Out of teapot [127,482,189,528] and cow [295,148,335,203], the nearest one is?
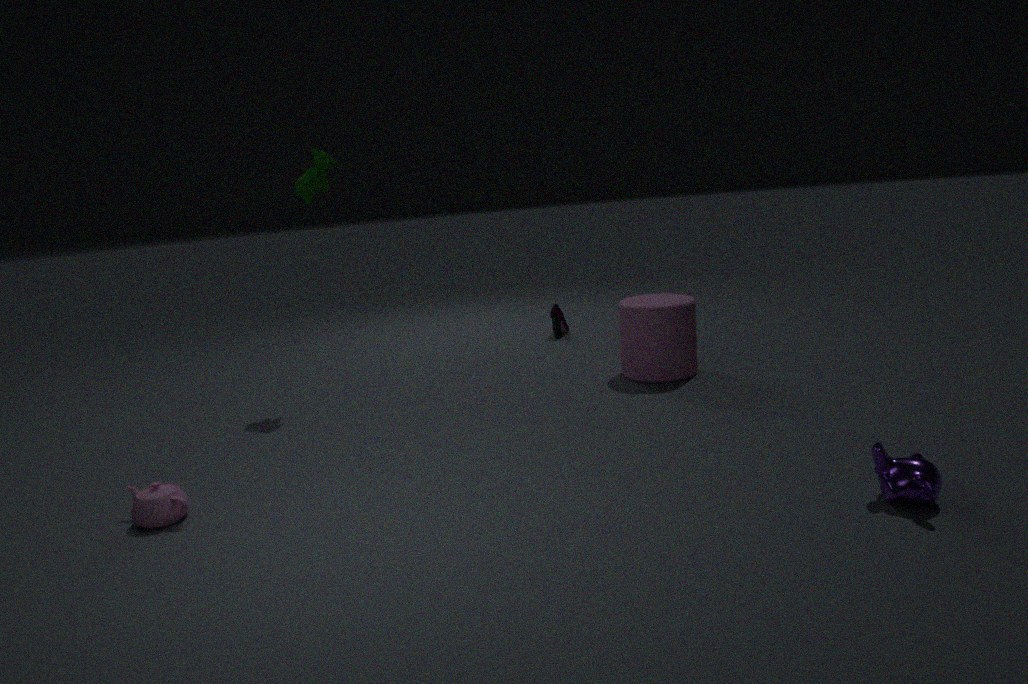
teapot [127,482,189,528]
